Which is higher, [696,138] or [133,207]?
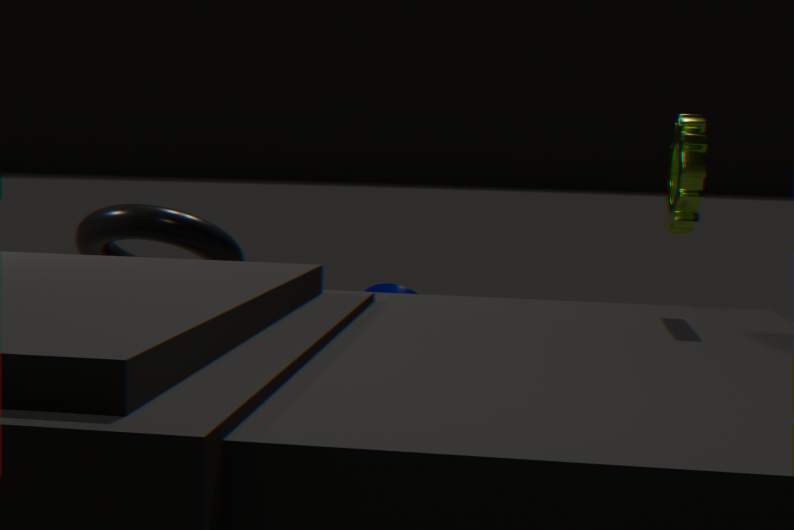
[696,138]
